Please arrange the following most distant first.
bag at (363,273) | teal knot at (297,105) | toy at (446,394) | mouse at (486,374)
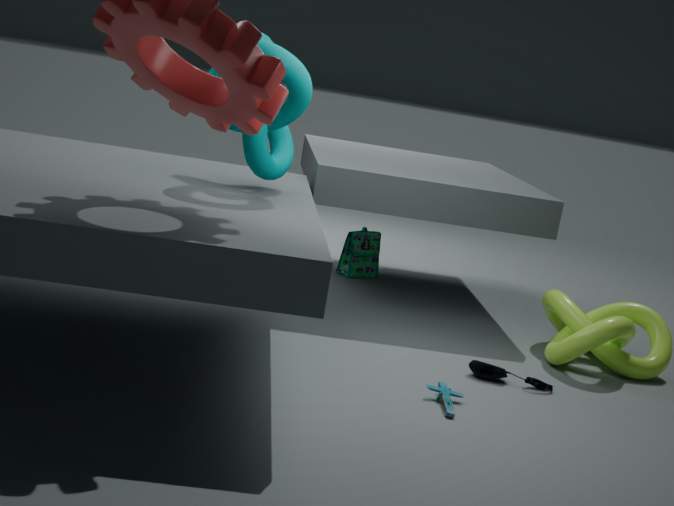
bag at (363,273) → mouse at (486,374) → teal knot at (297,105) → toy at (446,394)
